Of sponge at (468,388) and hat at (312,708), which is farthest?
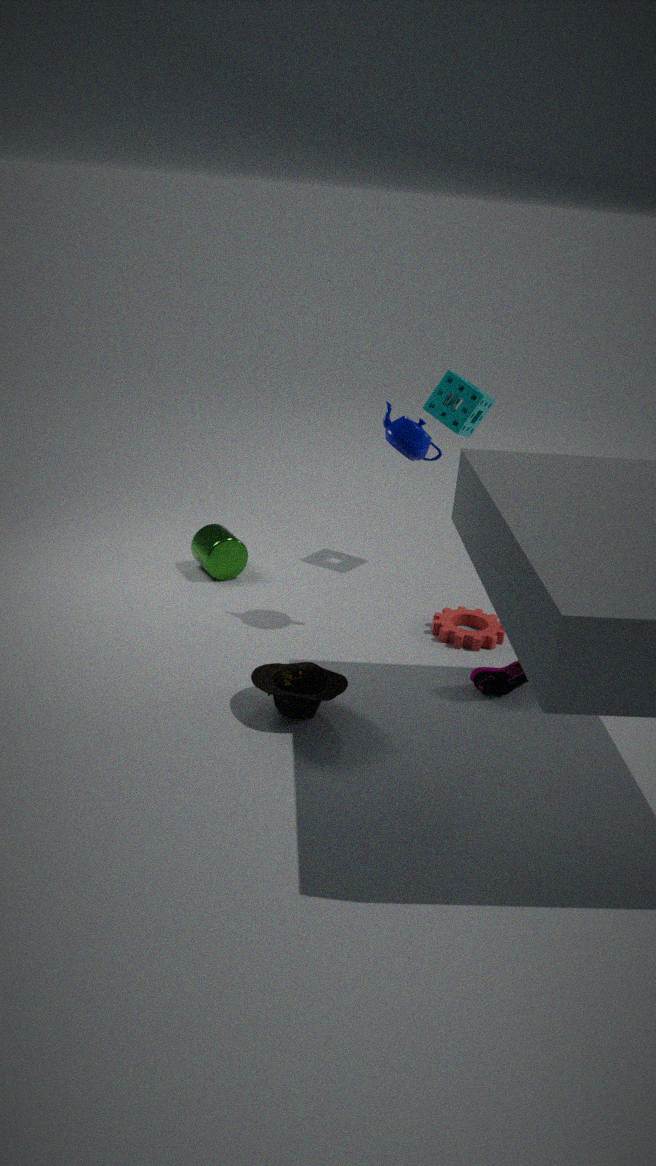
sponge at (468,388)
